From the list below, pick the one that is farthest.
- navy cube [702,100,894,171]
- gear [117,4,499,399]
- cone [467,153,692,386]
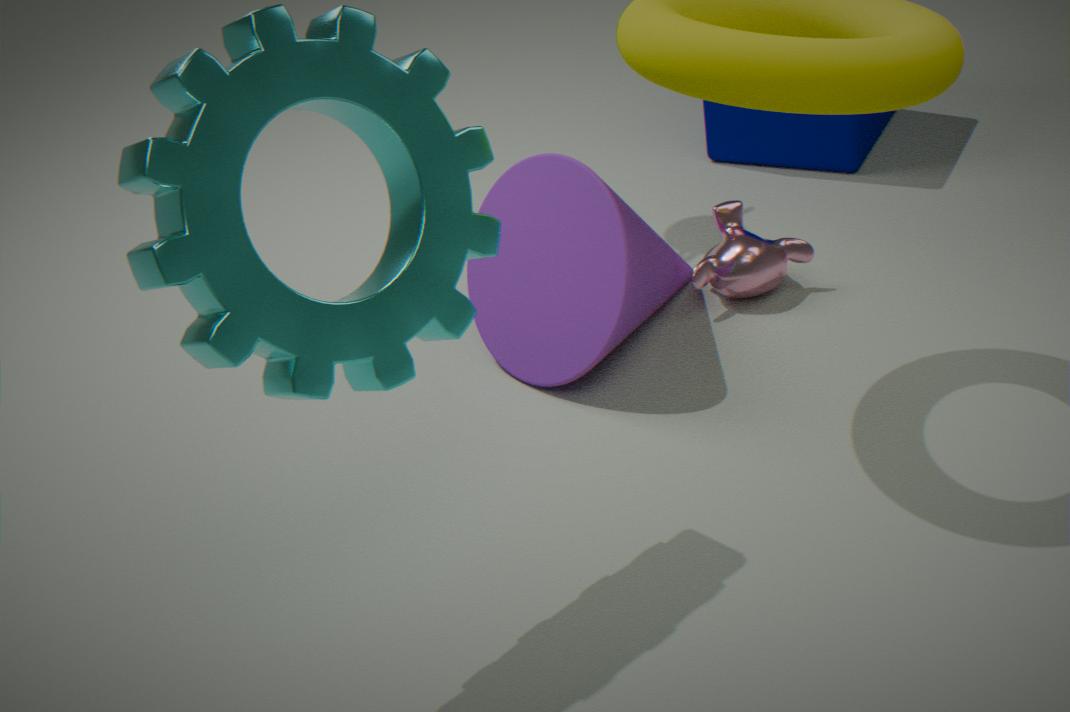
navy cube [702,100,894,171]
